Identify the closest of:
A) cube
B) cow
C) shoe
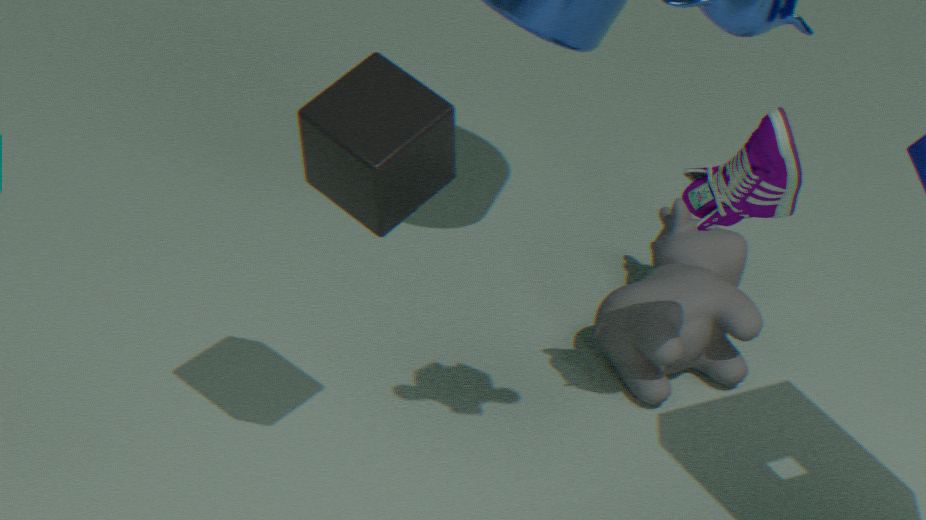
cube
